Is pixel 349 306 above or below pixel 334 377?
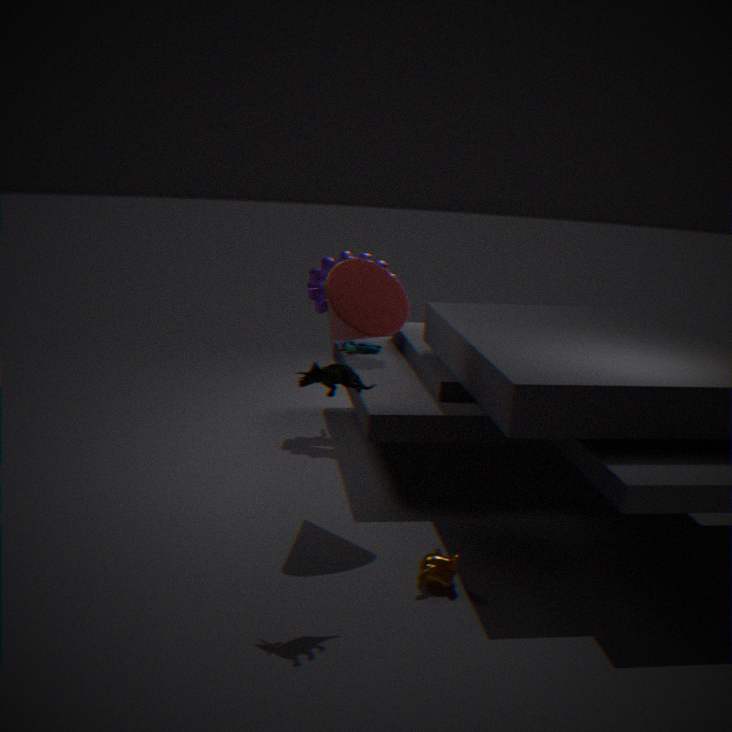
above
